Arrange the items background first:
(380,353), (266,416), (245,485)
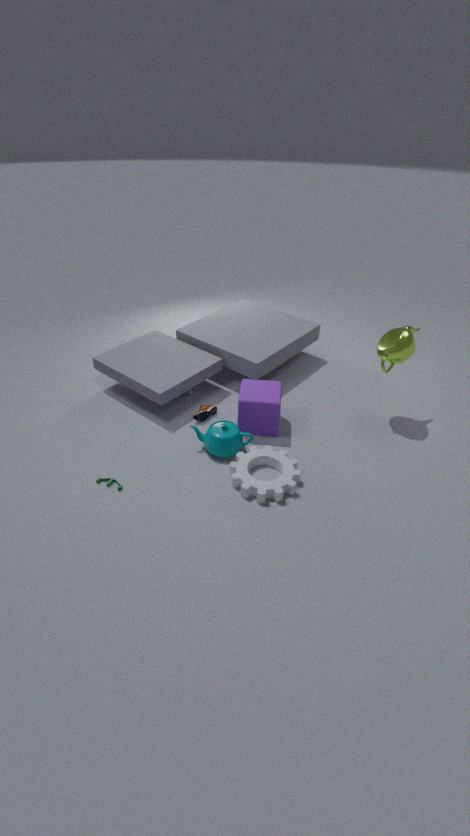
(380,353), (266,416), (245,485)
